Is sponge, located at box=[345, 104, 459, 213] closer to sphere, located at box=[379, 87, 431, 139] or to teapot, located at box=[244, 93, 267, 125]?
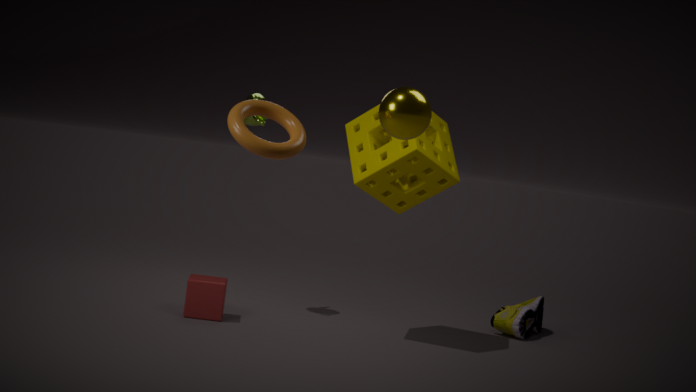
teapot, located at box=[244, 93, 267, 125]
